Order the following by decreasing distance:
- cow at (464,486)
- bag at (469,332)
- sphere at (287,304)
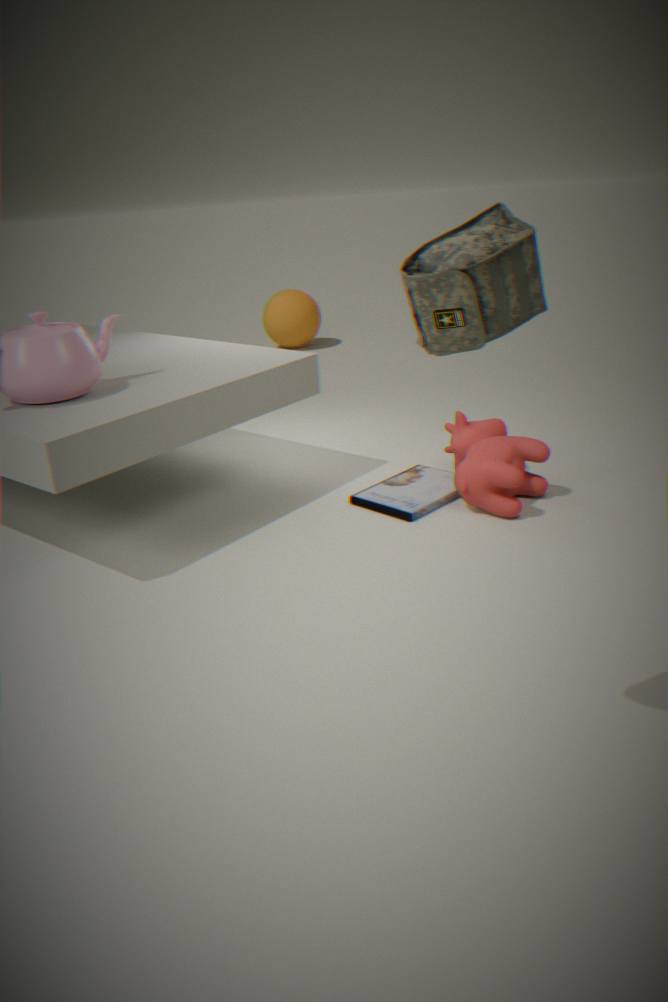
sphere at (287,304)
cow at (464,486)
bag at (469,332)
